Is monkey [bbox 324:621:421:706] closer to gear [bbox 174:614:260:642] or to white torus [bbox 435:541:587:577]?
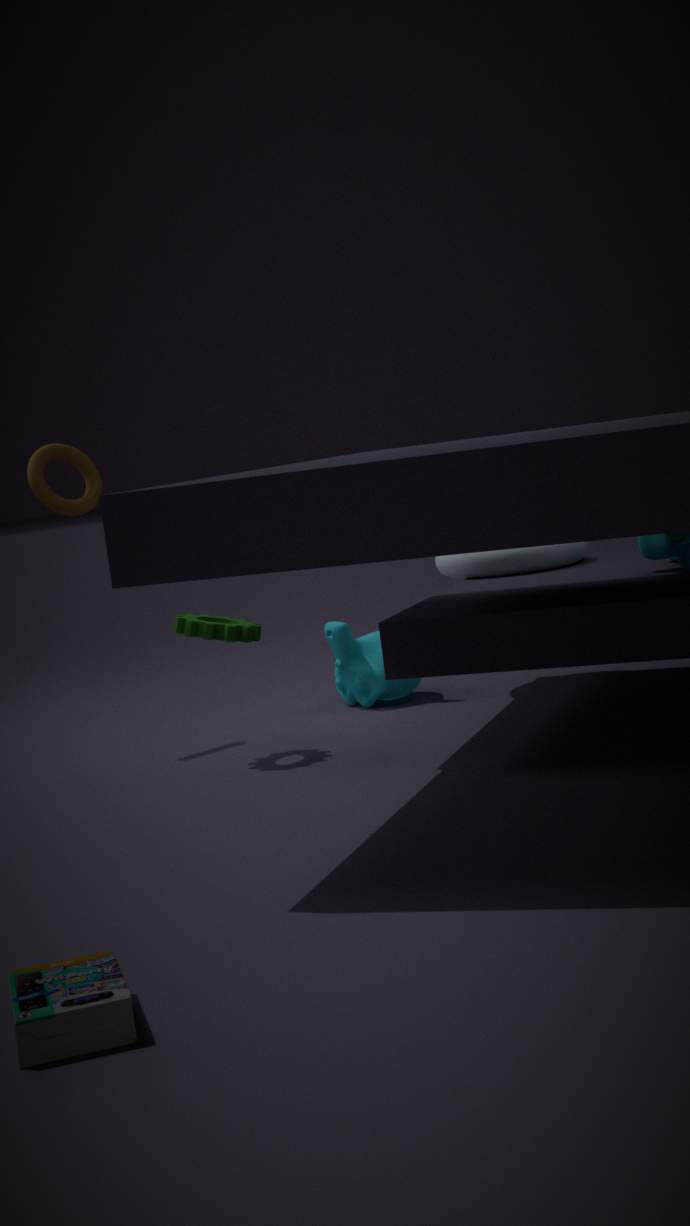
white torus [bbox 435:541:587:577]
